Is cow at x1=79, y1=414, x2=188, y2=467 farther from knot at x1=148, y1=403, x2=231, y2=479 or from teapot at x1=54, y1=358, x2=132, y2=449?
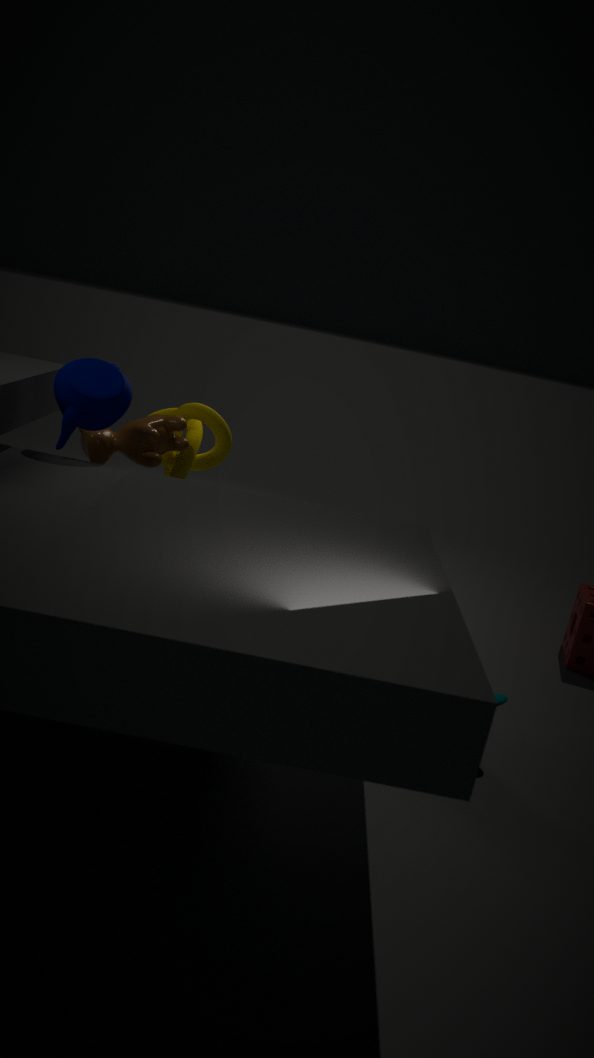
teapot at x1=54, y1=358, x2=132, y2=449
